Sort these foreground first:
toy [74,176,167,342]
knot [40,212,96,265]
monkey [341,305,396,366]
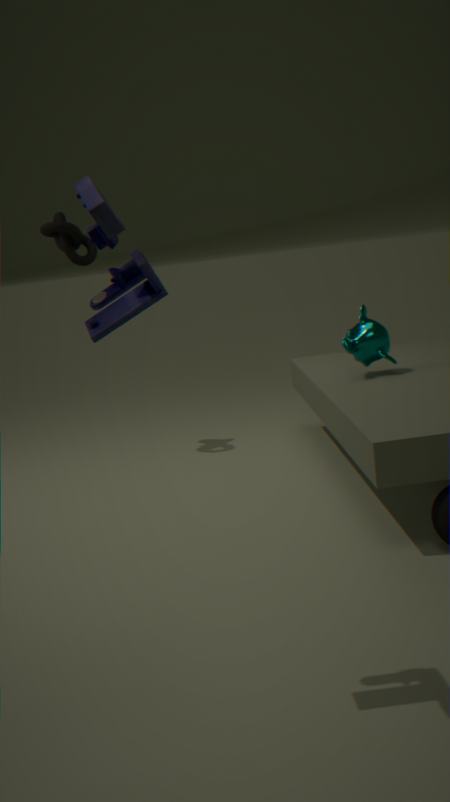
toy [74,176,167,342] < monkey [341,305,396,366] < knot [40,212,96,265]
